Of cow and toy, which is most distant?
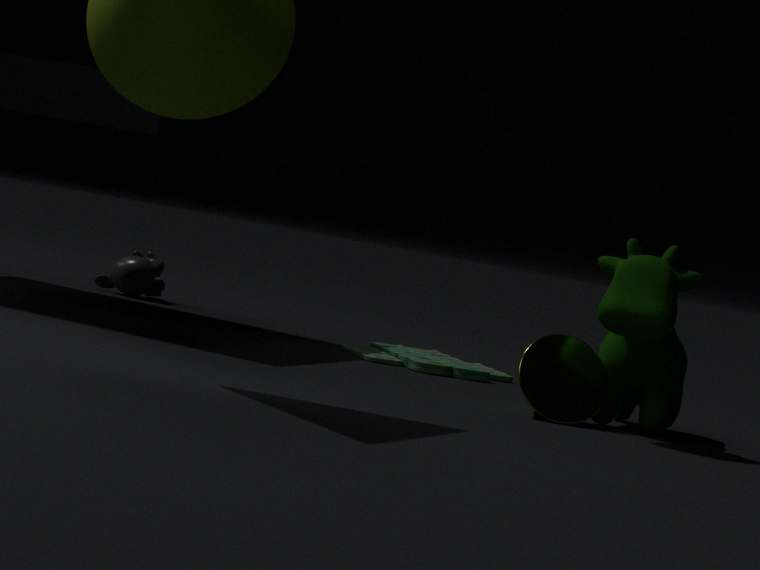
toy
